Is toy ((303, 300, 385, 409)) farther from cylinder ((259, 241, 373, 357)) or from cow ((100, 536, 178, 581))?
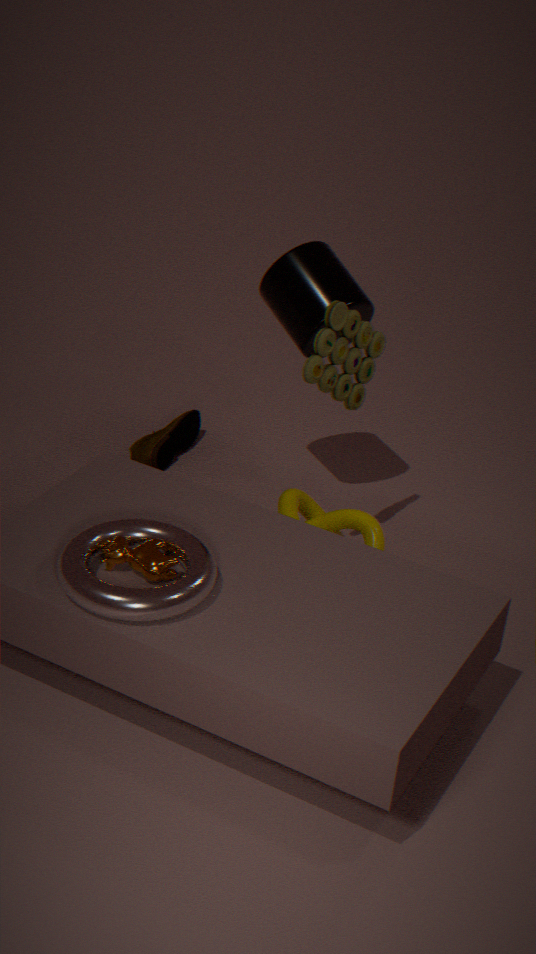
cow ((100, 536, 178, 581))
